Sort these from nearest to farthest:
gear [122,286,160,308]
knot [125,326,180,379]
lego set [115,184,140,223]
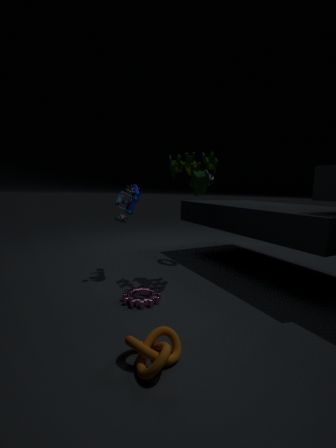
1. knot [125,326,180,379]
2. gear [122,286,160,308]
3. lego set [115,184,140,223]
